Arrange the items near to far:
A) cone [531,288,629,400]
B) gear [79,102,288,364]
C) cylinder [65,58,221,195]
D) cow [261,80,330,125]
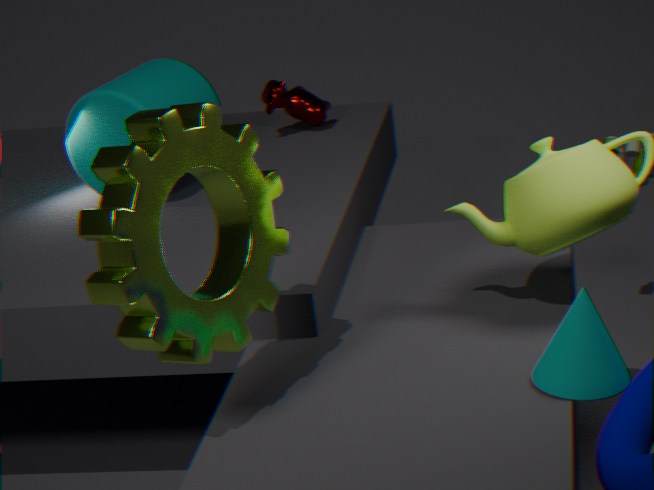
gear [79,102,288,364] → cone [531,288,629,400] → cylinder [65,58,221,195] → cow [261,80,330,125]
